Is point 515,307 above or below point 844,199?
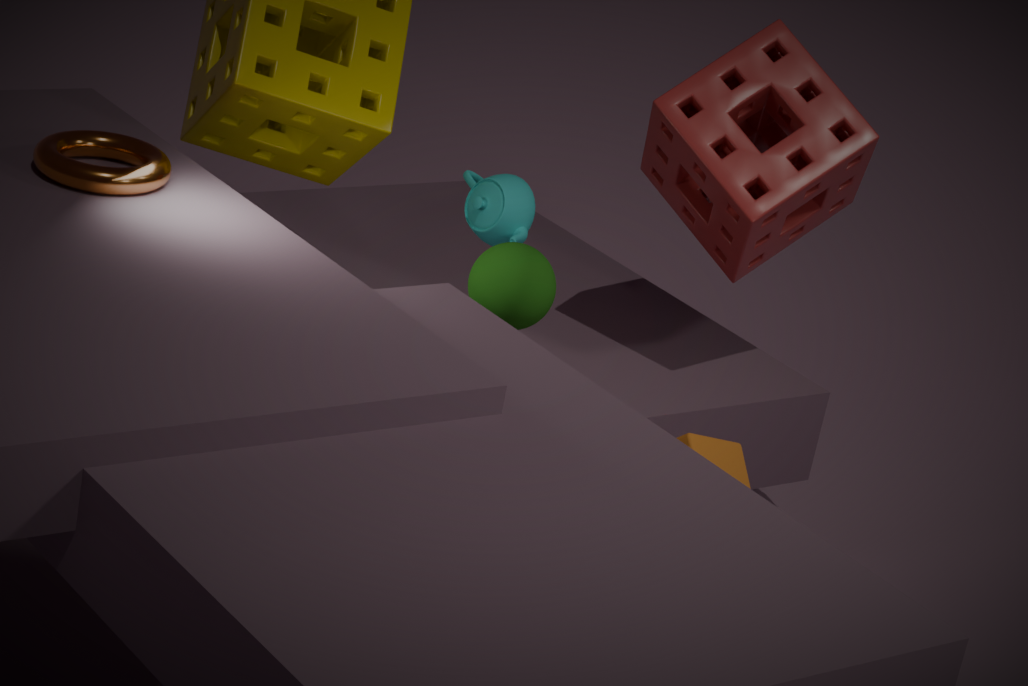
below
